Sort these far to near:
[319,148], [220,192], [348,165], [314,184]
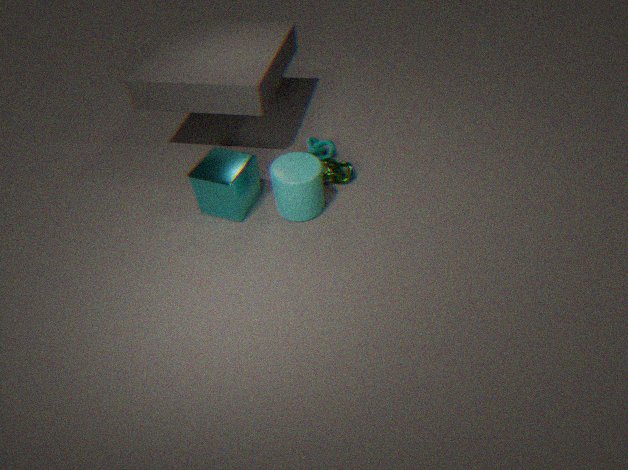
[319,148]
[348,165]
[220,192]
[314,184]
